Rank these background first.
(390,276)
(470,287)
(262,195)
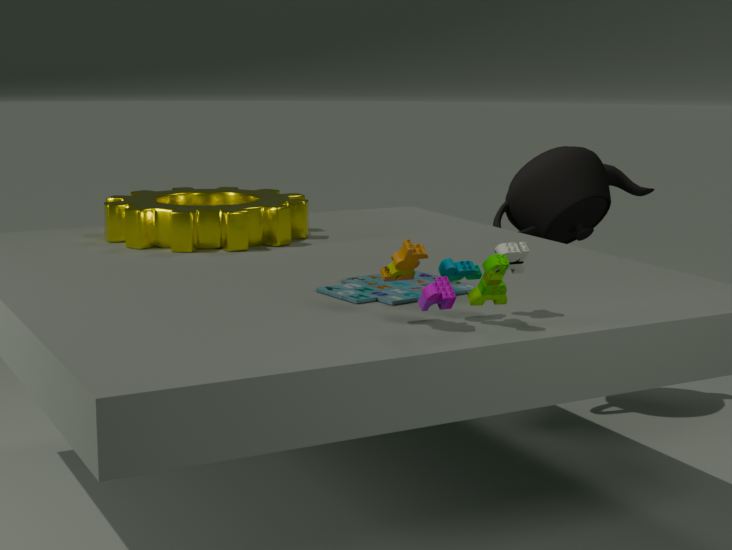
(262,195)
(470,287)
(390,276)
